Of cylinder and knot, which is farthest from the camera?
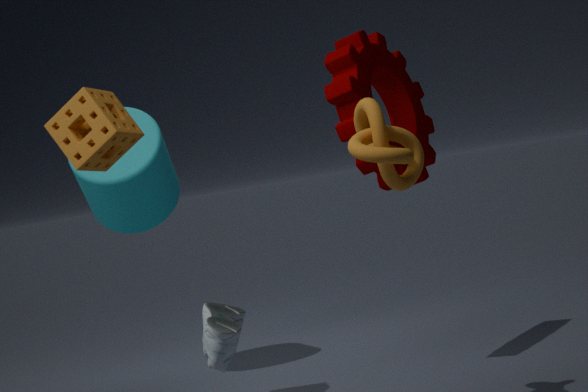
cylinder
